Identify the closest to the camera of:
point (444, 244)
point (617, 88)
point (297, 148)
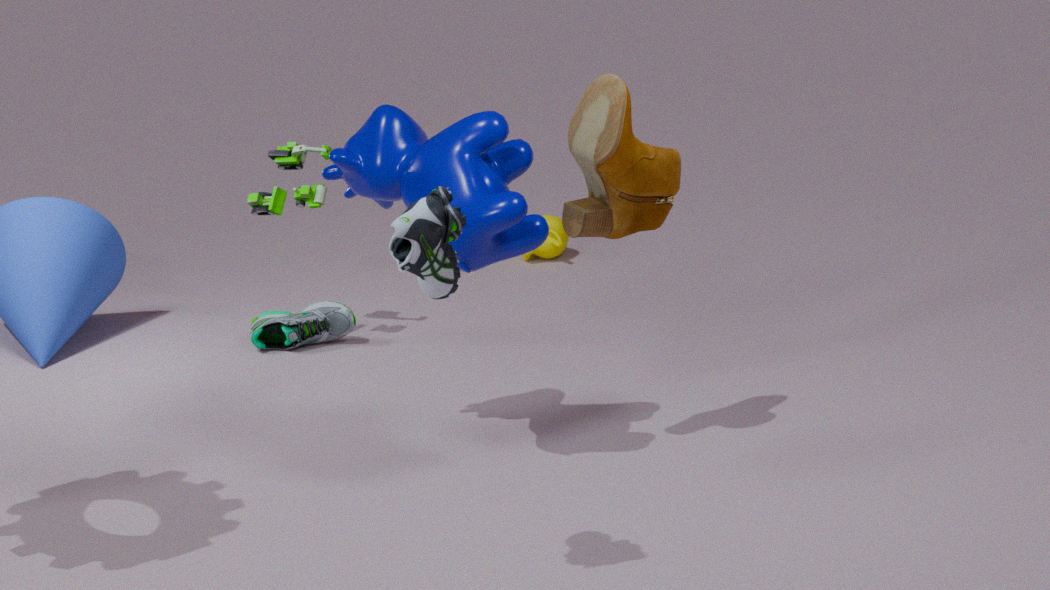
point (444, 244)
